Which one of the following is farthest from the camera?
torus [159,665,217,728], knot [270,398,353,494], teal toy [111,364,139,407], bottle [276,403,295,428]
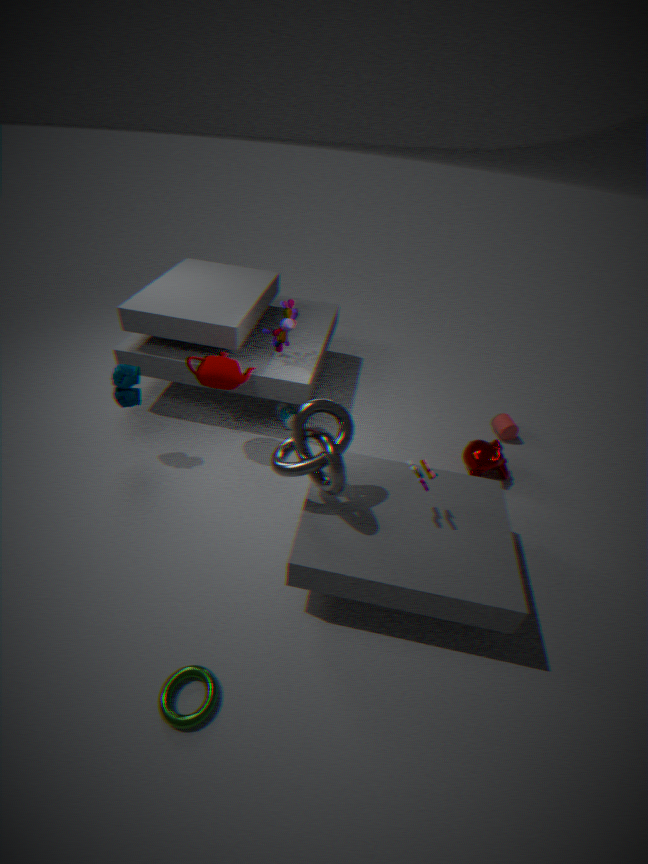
bottle [276,403,295,428]
